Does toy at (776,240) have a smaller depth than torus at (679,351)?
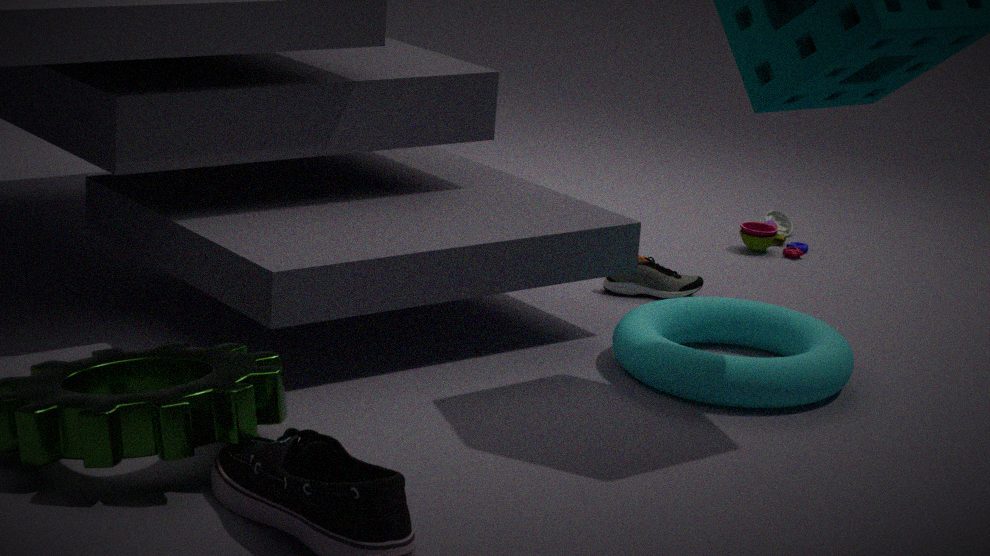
No
